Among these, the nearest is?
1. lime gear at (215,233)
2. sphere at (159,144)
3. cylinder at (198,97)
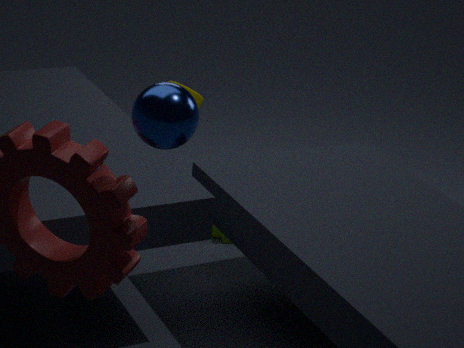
sphere at (159,144)
